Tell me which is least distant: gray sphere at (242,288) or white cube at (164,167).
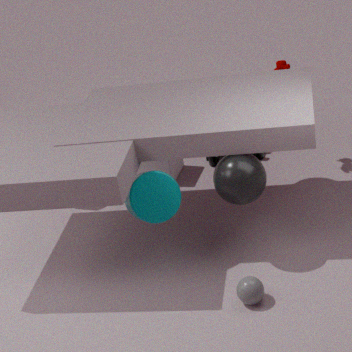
gray sphere at (242,288)
